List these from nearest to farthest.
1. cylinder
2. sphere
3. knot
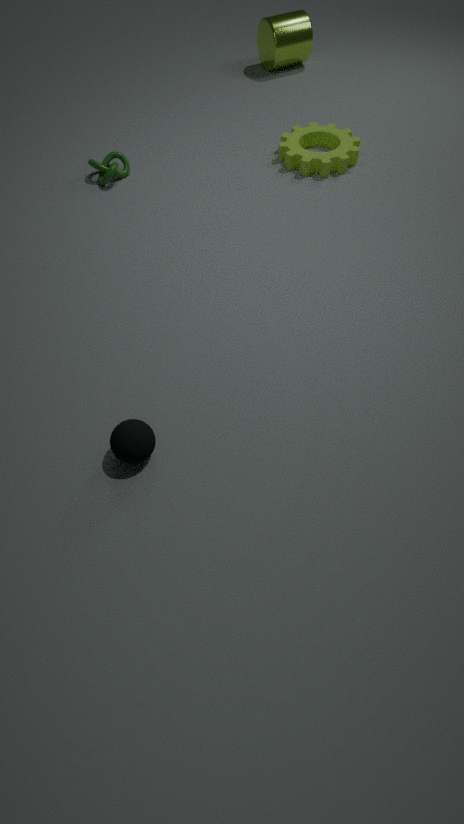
sphere
knot
cylinder
